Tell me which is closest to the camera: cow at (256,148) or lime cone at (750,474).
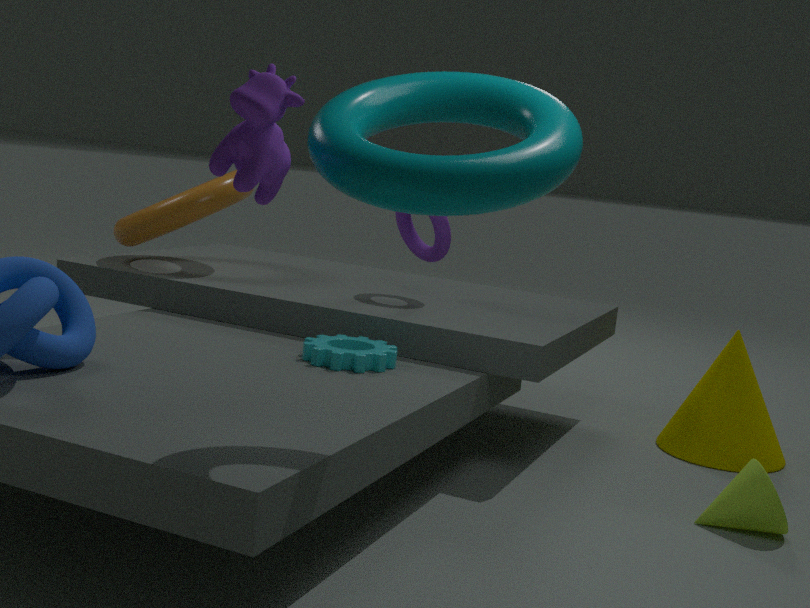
cow at (256,148)
